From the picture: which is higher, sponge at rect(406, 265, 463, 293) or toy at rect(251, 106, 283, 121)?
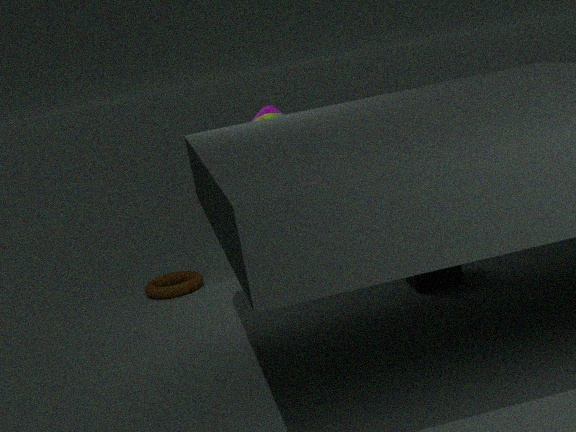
toy at rect(251, 106, 283, 121)
